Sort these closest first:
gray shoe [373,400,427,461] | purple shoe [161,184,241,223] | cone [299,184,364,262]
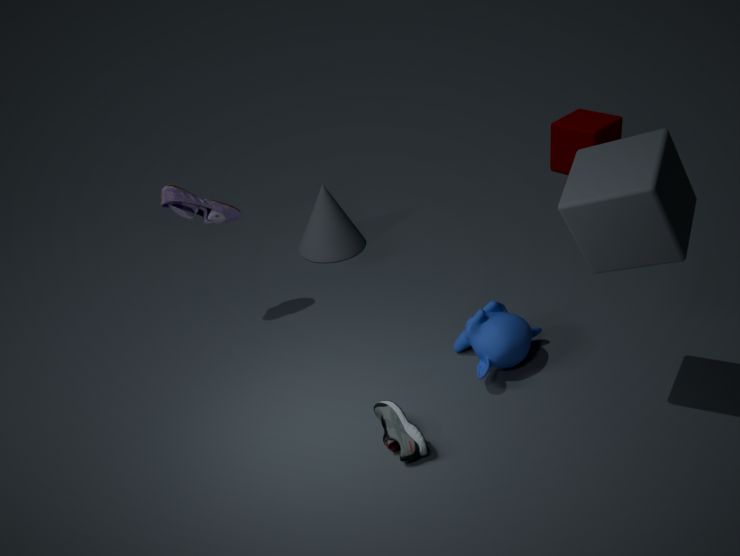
1. gray shoe [373,400,427,461]
2. purple shoe [161,184,241,223]
3. cone [299,184,364,262]
